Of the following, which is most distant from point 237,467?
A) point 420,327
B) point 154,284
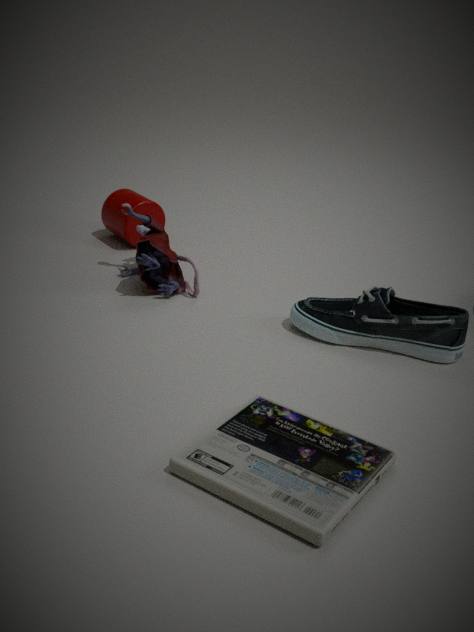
point 154,284
